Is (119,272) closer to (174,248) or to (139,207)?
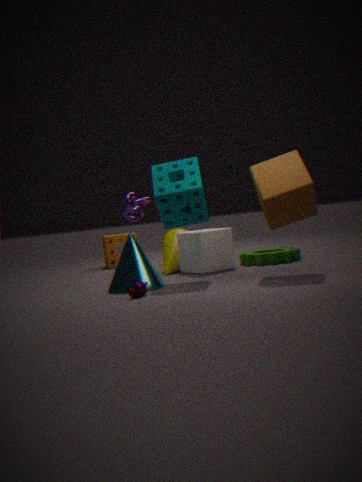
(139,207)
